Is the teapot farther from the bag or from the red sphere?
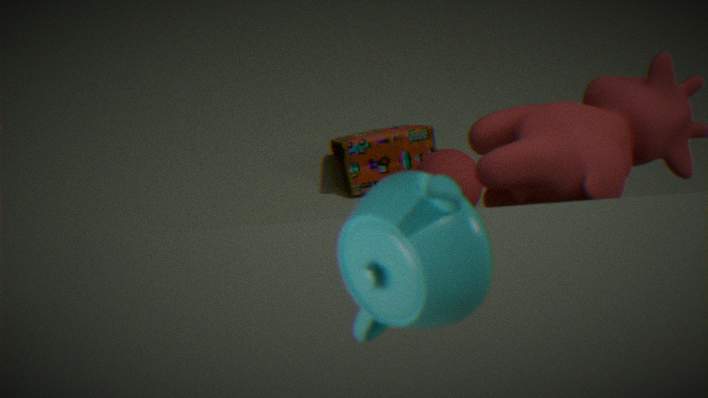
the bag
